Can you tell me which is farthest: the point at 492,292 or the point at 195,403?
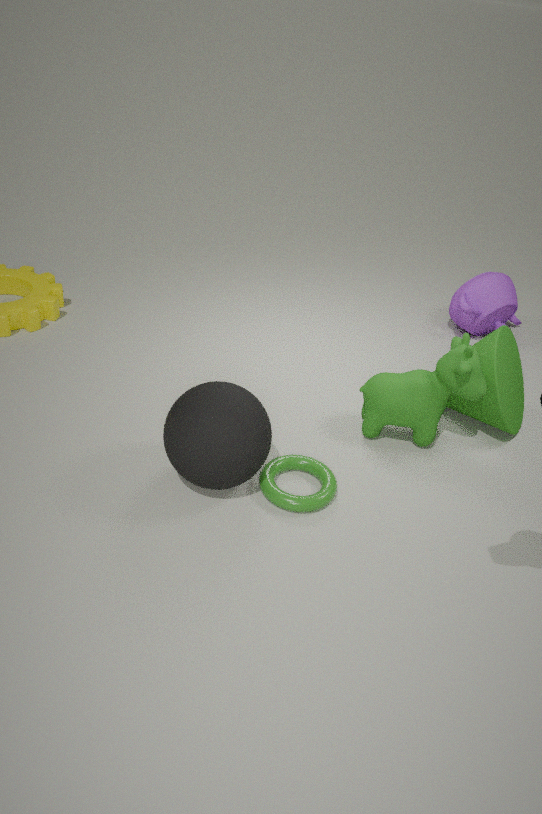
the point at 492,292
